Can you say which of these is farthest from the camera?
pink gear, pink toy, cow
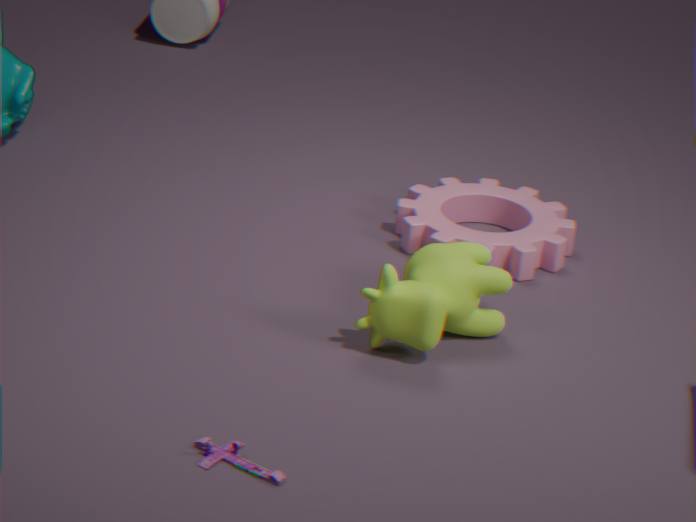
pink gear
